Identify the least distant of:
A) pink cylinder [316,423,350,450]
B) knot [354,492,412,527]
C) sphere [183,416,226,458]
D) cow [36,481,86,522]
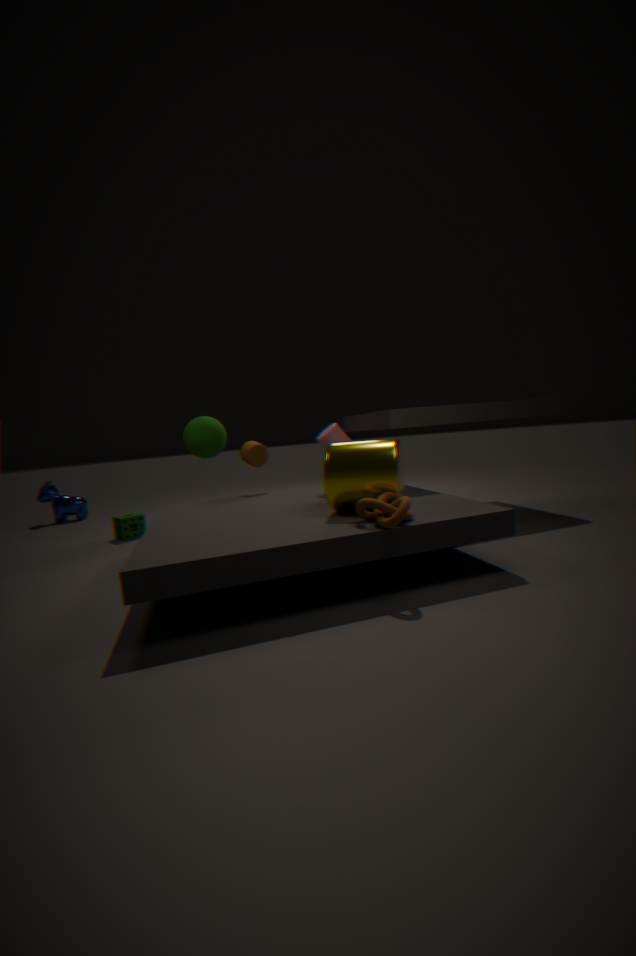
knot [354,492,412,527]
